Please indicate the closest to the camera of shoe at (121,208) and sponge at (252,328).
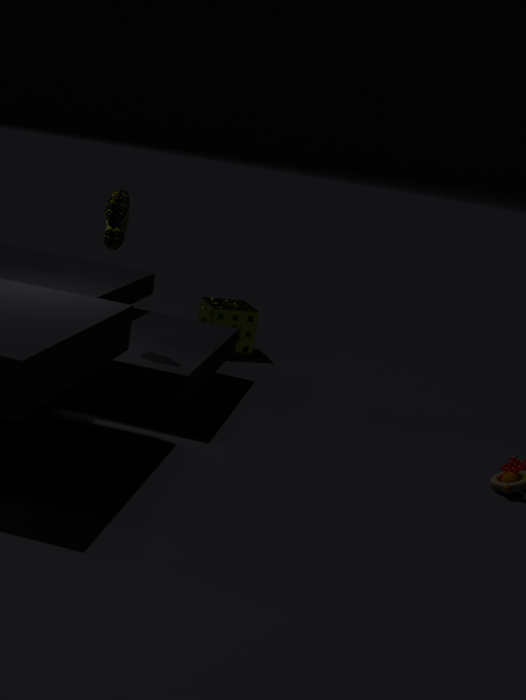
shoe at (121,208)
